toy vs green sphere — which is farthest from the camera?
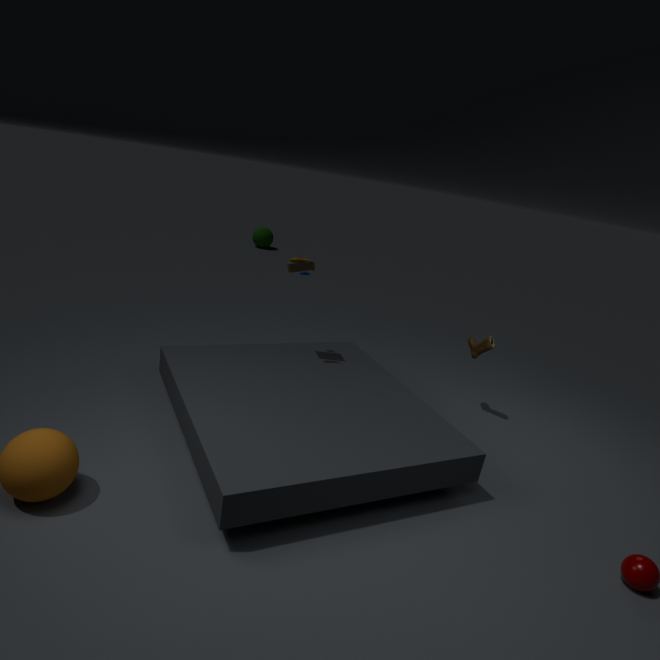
green sphere
